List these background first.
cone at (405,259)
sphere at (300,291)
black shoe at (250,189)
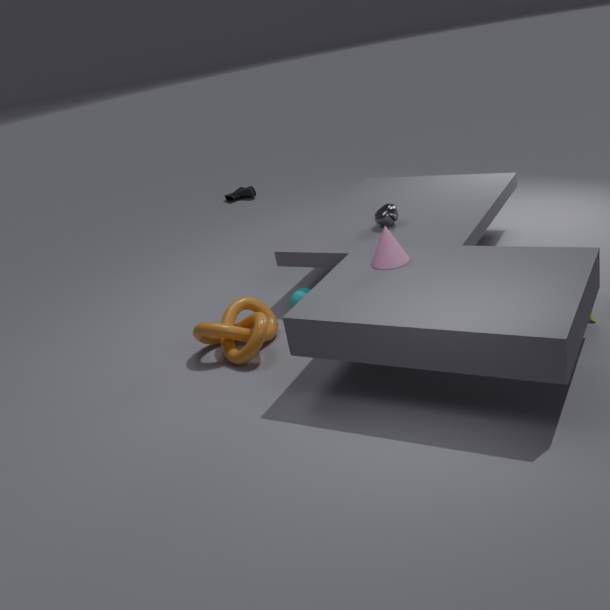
black shoe at (250,189) < sphere at (300,291) < cone at (405,259)
